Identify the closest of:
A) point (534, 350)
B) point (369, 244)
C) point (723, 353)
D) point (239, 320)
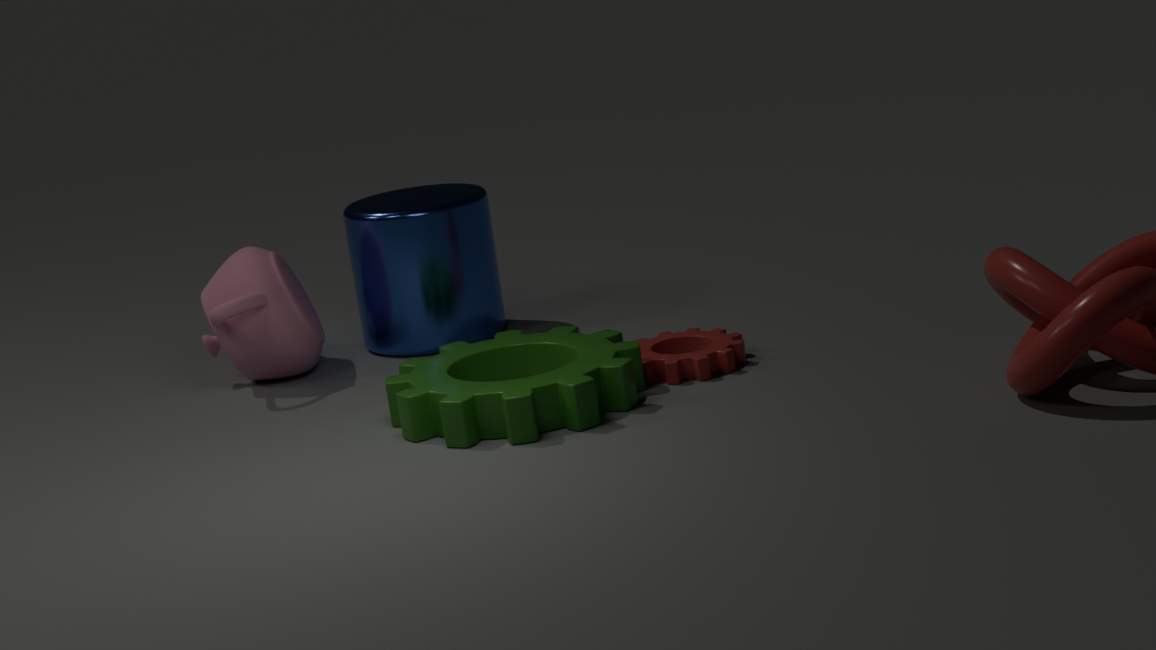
point (723, 353)
